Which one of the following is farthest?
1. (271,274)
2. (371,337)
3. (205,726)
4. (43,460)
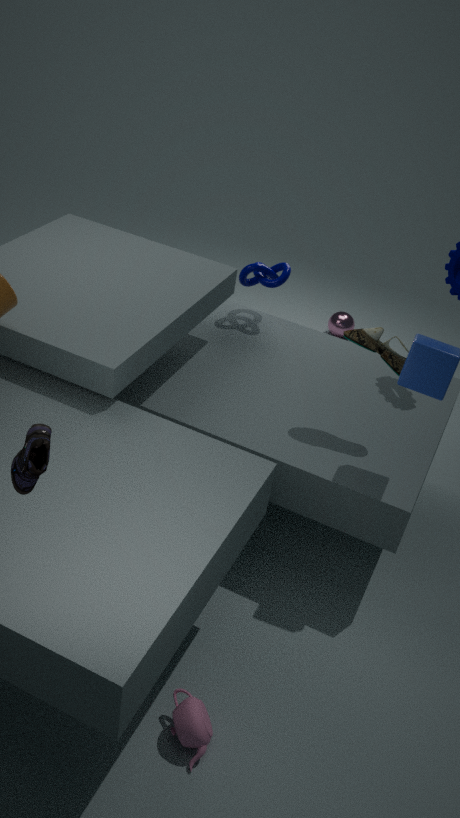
(271,274)
